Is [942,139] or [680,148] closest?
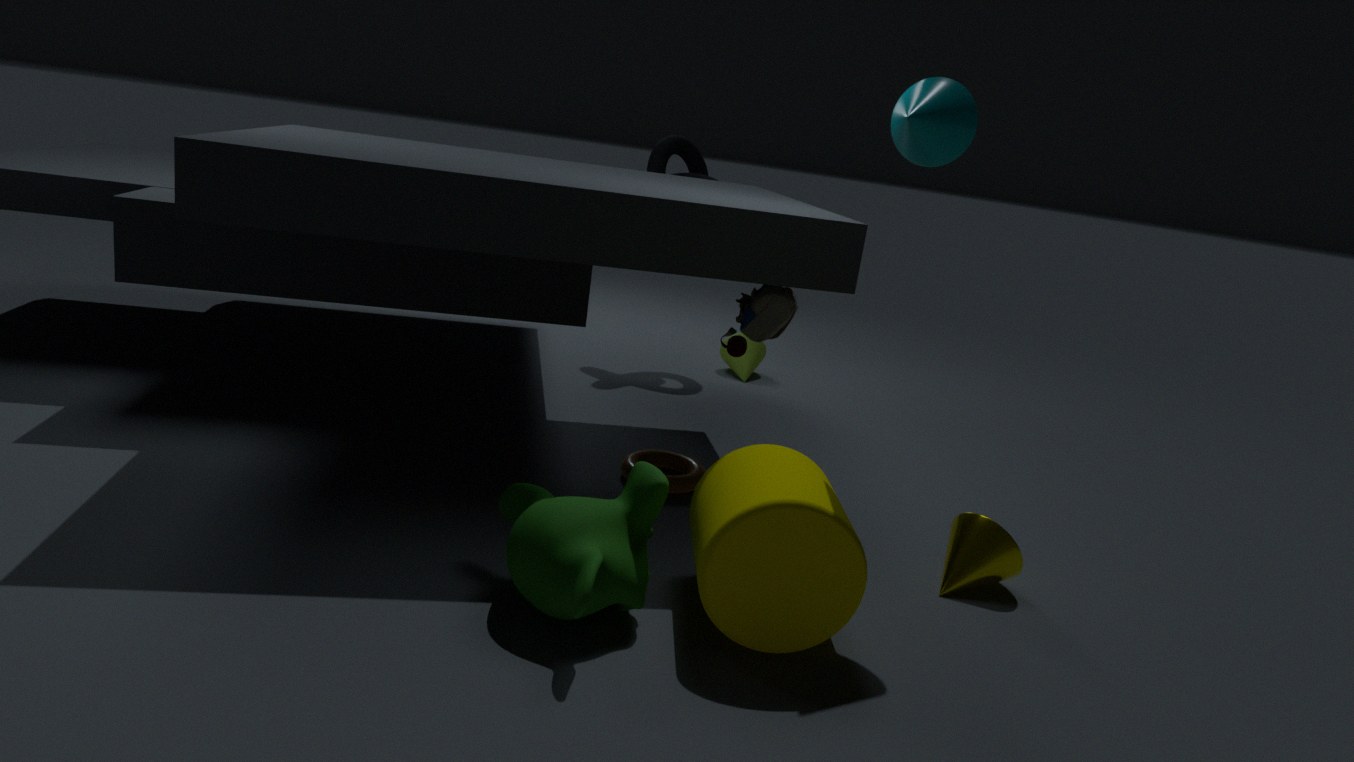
[942,139]
